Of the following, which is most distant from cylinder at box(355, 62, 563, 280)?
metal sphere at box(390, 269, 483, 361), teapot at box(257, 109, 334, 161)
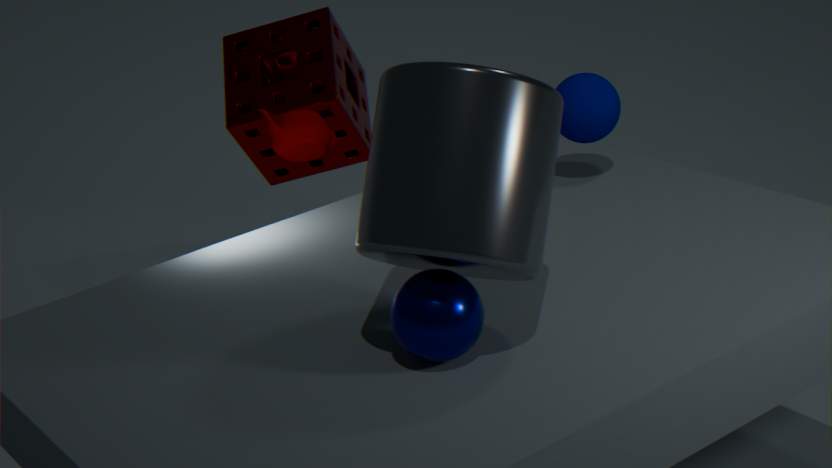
teapot at box(257, 109, 334, 161)
